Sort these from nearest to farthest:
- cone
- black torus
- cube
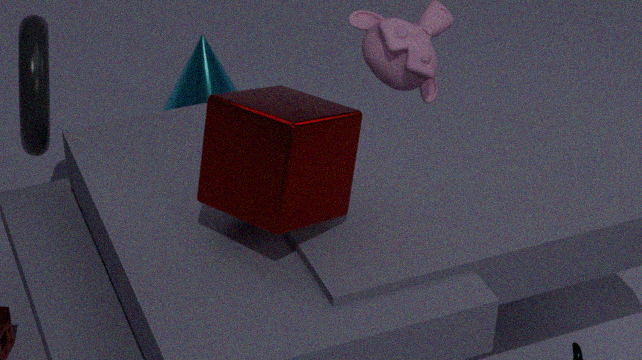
cube < black torus < cone
